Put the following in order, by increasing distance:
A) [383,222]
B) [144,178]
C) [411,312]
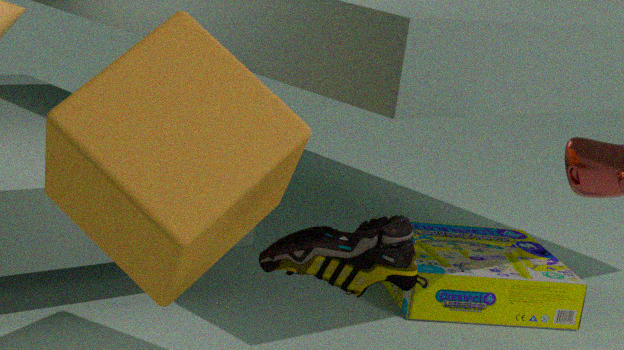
[144,178]
[383,222]
[411,312]
